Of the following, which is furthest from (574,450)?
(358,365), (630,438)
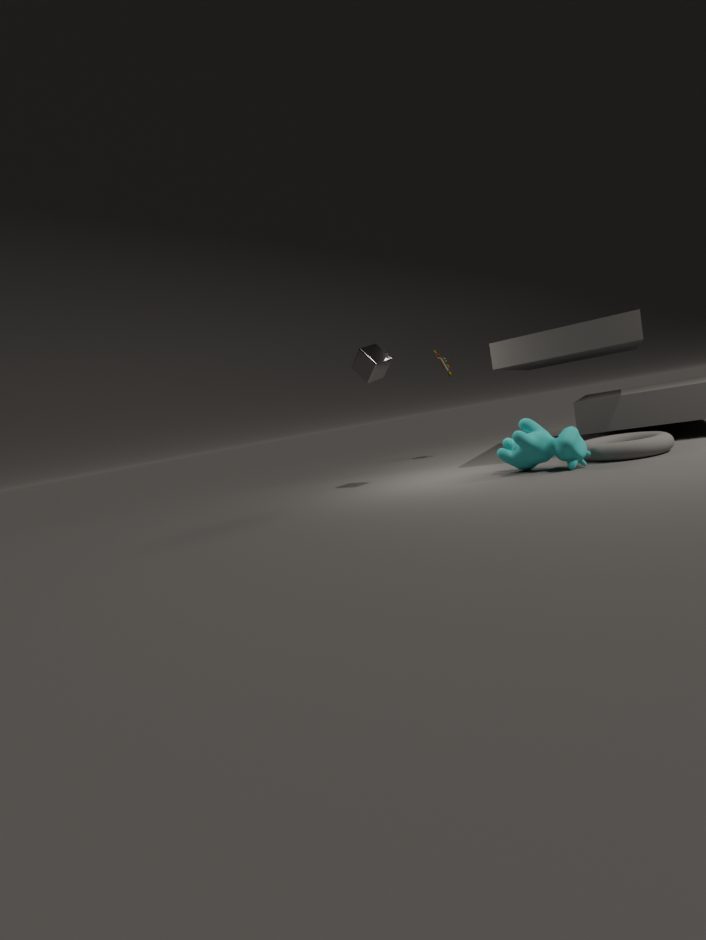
(358,365)
